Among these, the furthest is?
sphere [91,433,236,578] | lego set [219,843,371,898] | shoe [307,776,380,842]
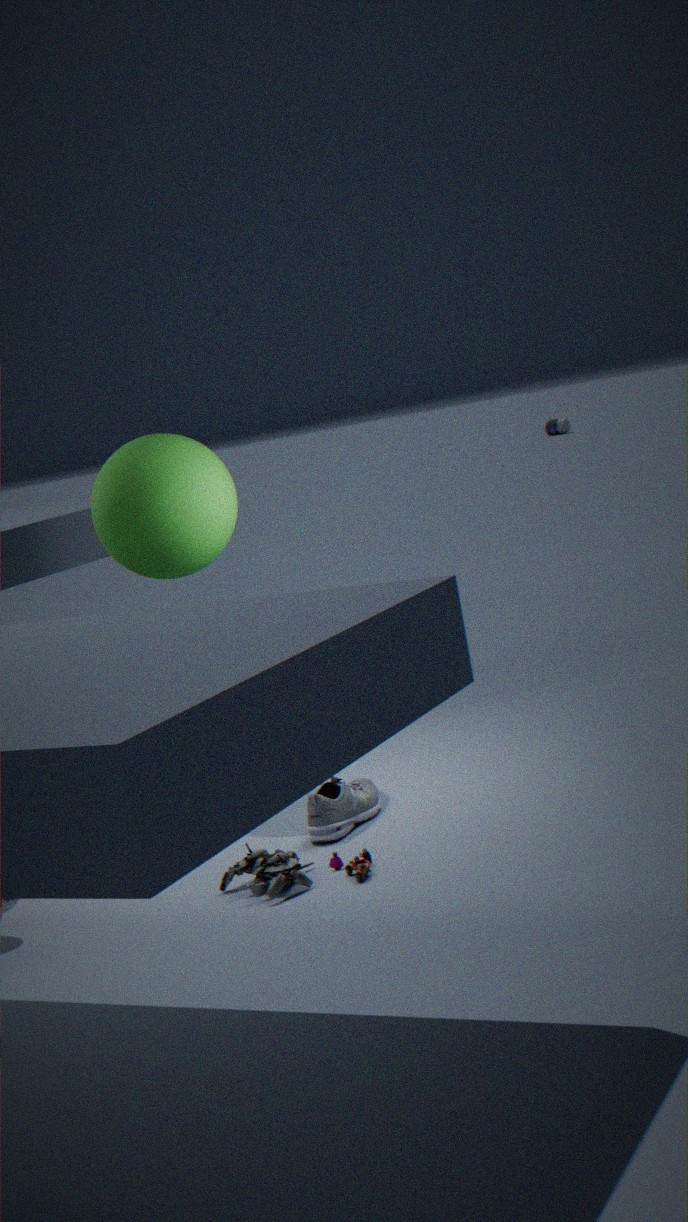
sphere [91,433,236,578]
